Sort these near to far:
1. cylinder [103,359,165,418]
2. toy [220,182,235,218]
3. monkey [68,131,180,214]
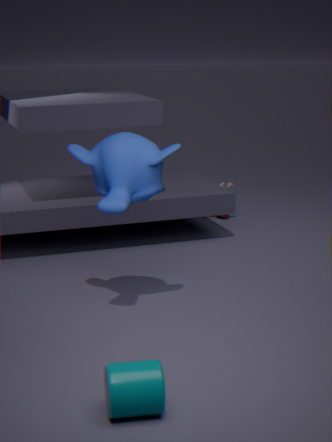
cylinder [103,359,165,418] < monkey [68,131,180,214] < toy [220,182,235,218]
